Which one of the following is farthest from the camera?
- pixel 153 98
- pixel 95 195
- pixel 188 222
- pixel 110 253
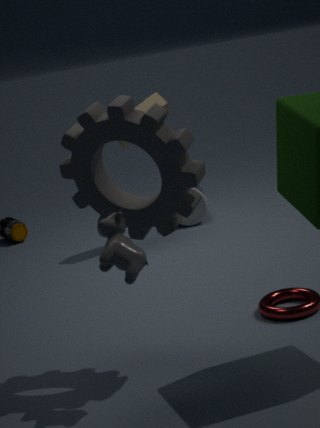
pixel 188 222
